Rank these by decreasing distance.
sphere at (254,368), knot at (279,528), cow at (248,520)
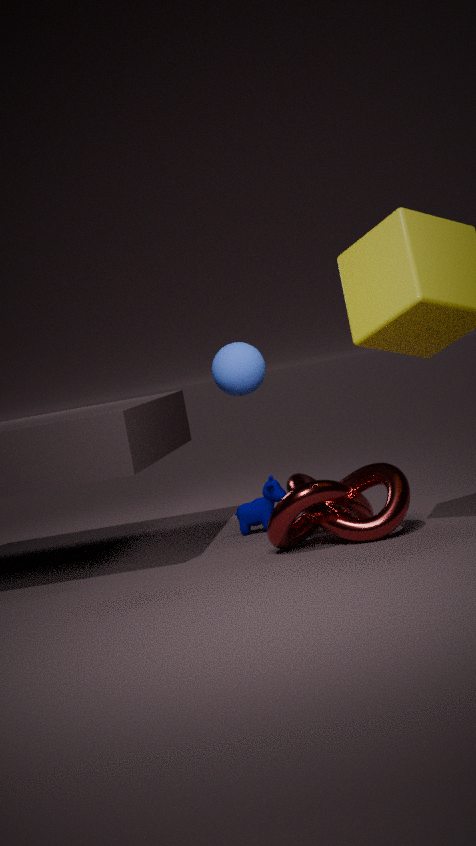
cow at (248,520)
knot at (279,528)
sphere at (254,368)
